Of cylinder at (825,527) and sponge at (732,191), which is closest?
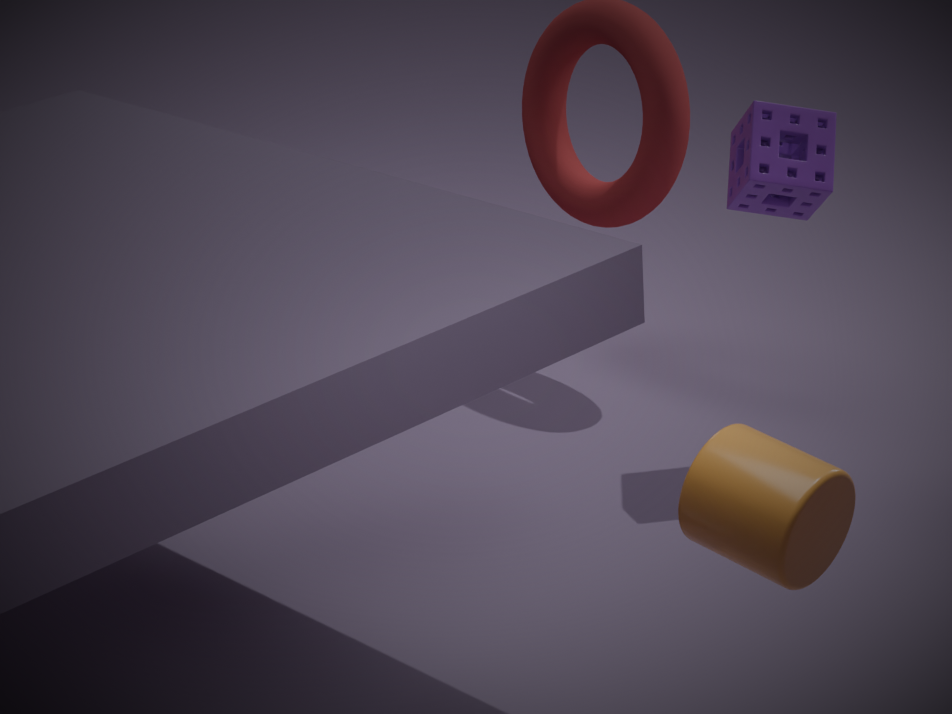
cylinder at (825,527)
